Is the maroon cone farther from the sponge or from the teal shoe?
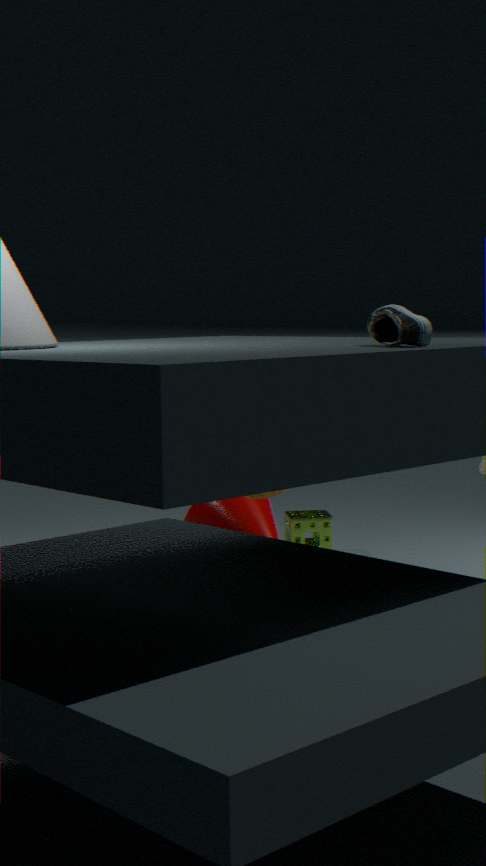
the teal shoe
